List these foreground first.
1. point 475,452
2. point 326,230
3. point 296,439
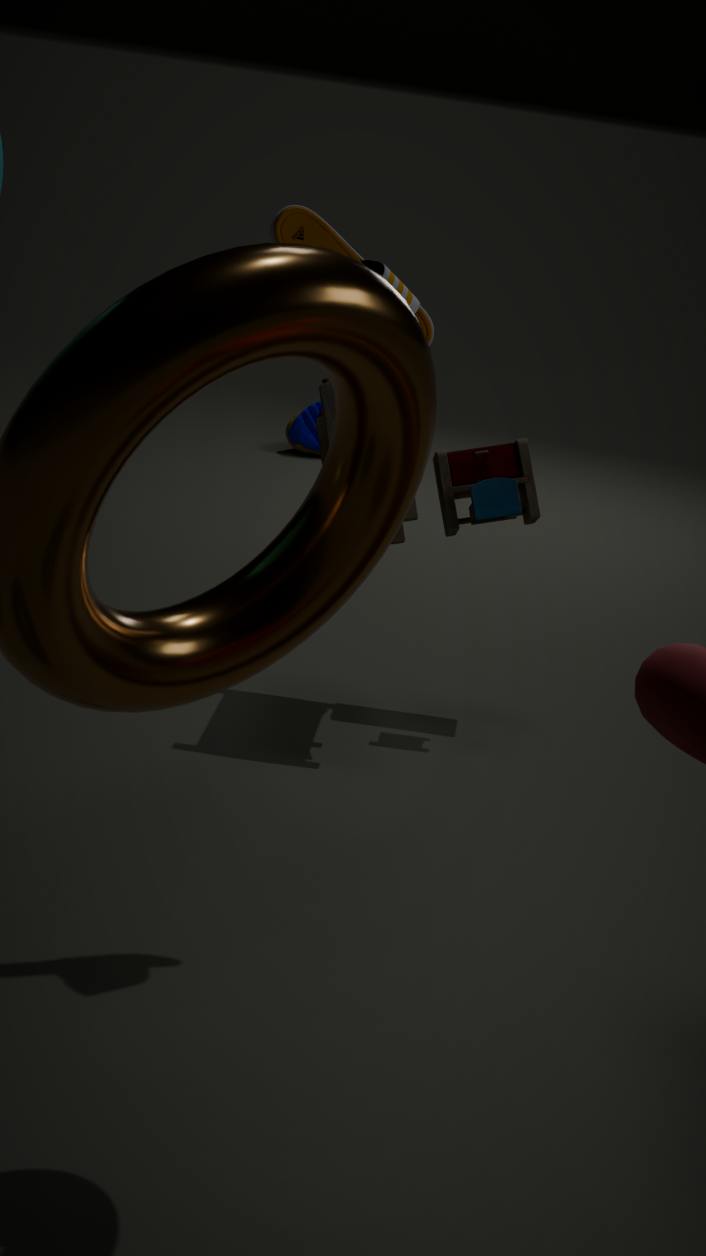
1. point 326,230
2. point 475,452
3. point 296,439
